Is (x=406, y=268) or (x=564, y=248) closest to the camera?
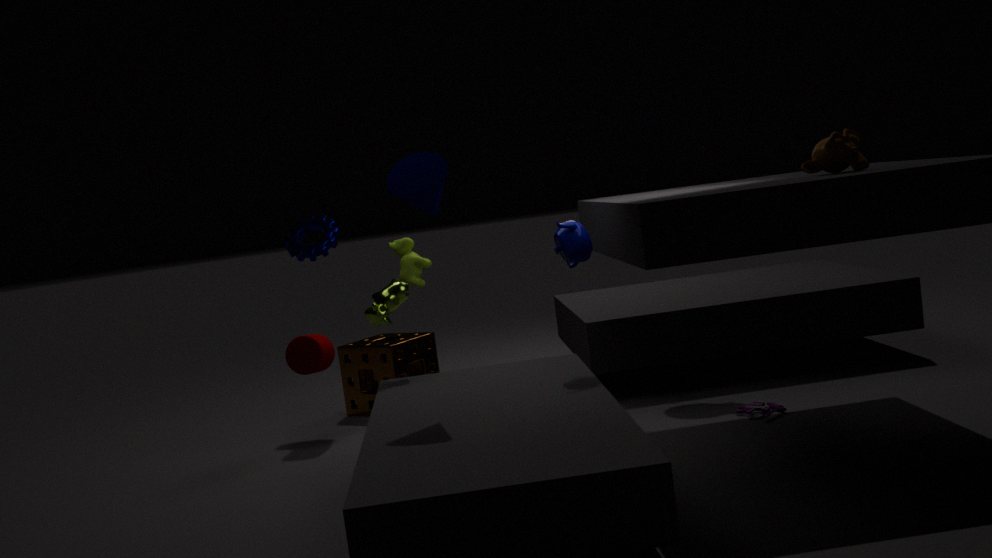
(x=564, y=248)
